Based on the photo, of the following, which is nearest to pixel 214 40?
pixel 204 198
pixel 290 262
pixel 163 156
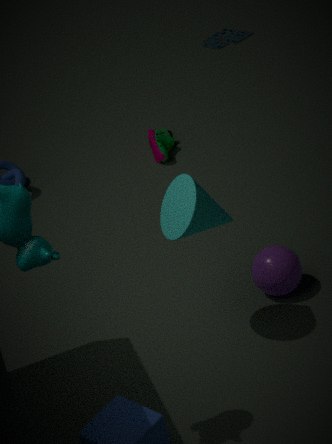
pixel 163 156
